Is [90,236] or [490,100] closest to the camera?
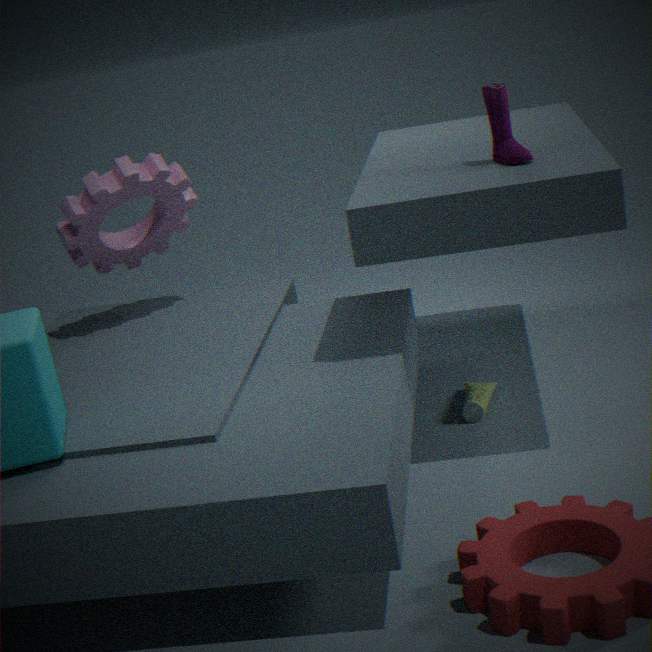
[490,100]
